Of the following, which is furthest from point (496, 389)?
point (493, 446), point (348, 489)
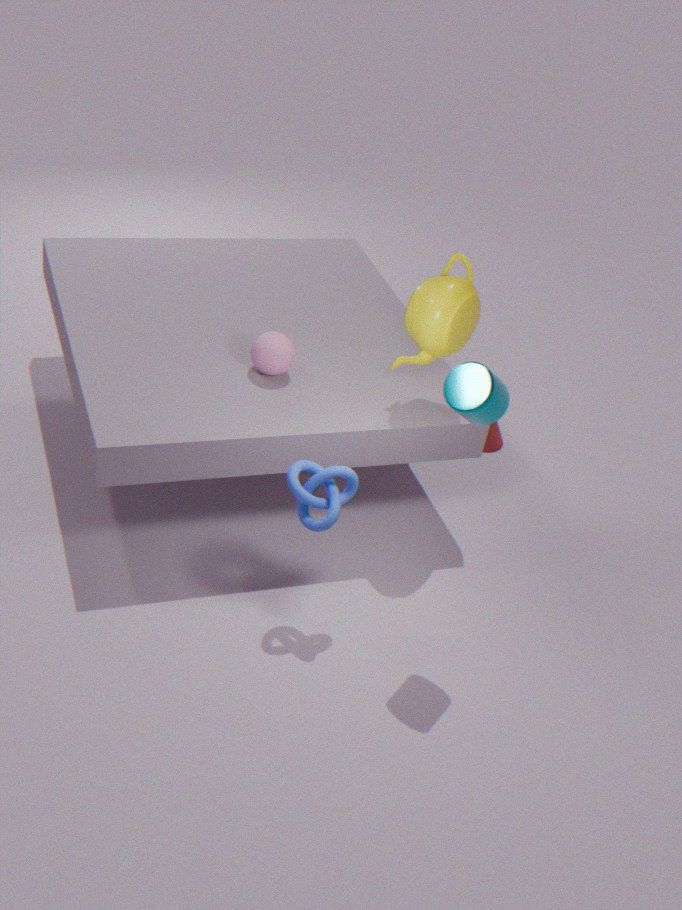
point (493, 446)
